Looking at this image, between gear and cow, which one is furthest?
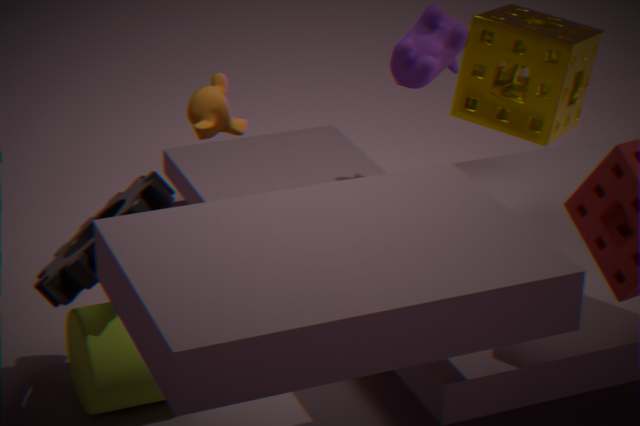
cow
